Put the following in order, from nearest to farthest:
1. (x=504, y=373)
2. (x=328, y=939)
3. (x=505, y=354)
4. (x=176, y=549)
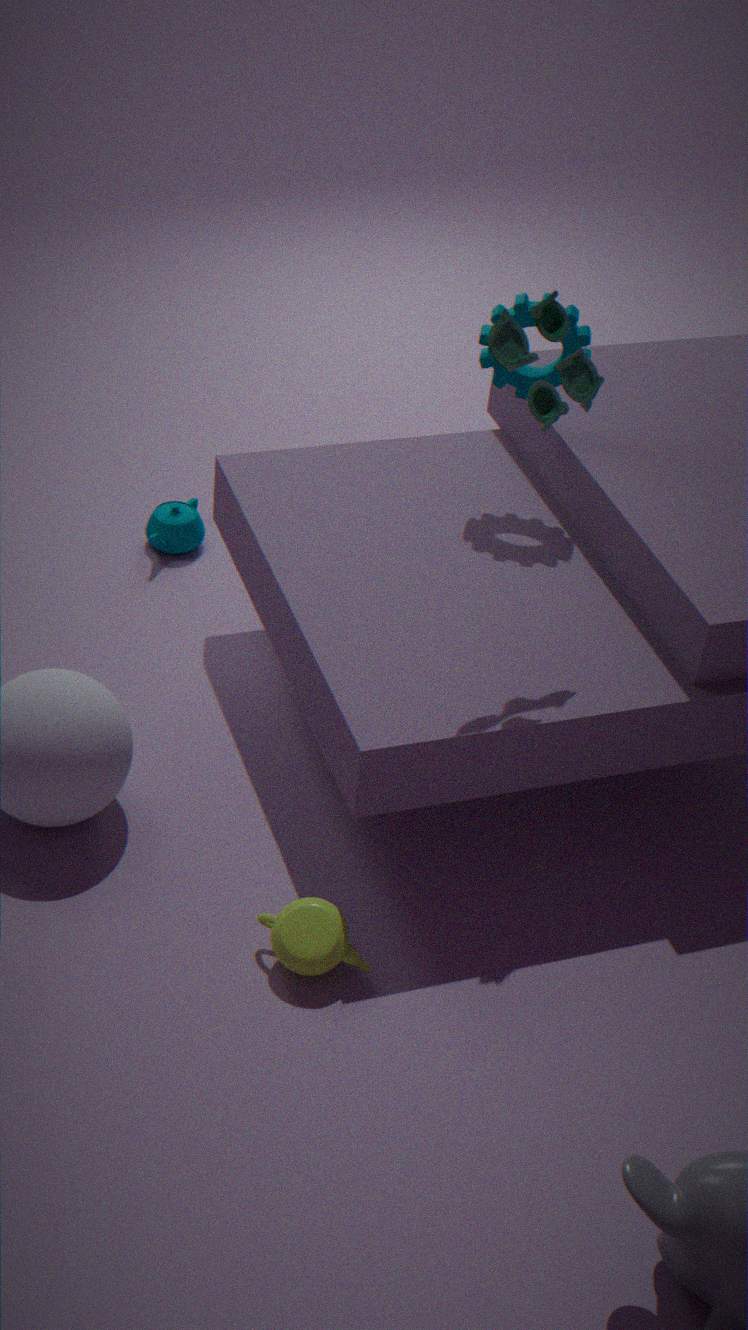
(x=505, y=354) → (x=328, y=939) → (x=504, y=373) → (x=176, y=549)
